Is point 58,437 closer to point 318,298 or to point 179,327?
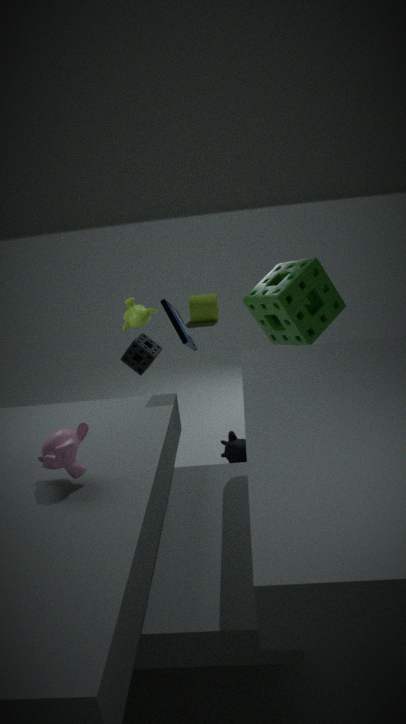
point 179,327
